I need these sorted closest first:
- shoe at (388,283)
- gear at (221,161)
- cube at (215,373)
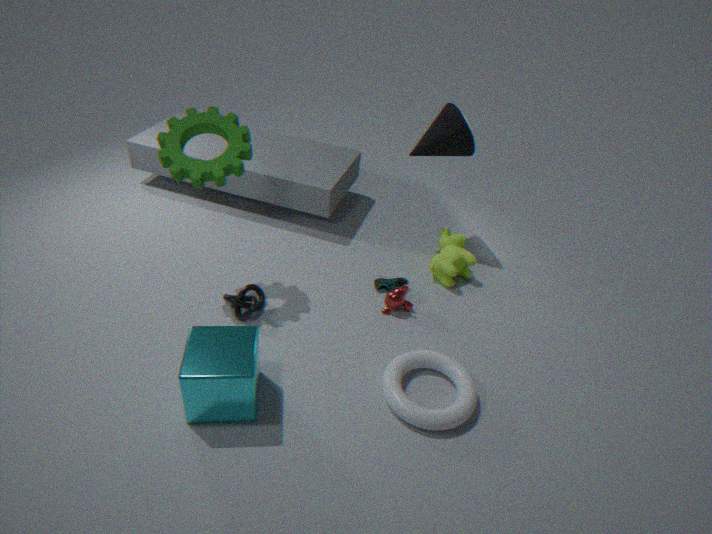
cube at (215,373) → gear at (221,161) → shoe at (388,283)
